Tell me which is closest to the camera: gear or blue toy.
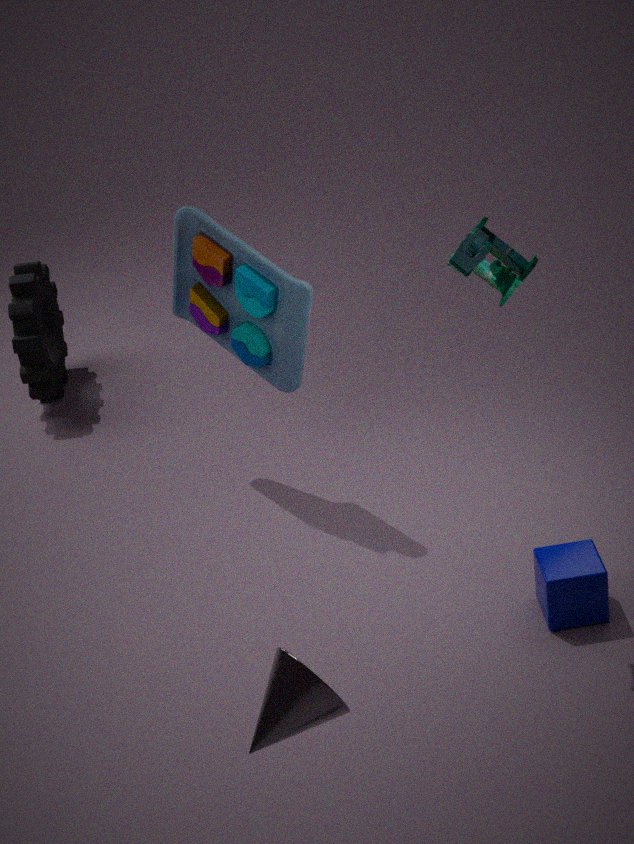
blue toy
